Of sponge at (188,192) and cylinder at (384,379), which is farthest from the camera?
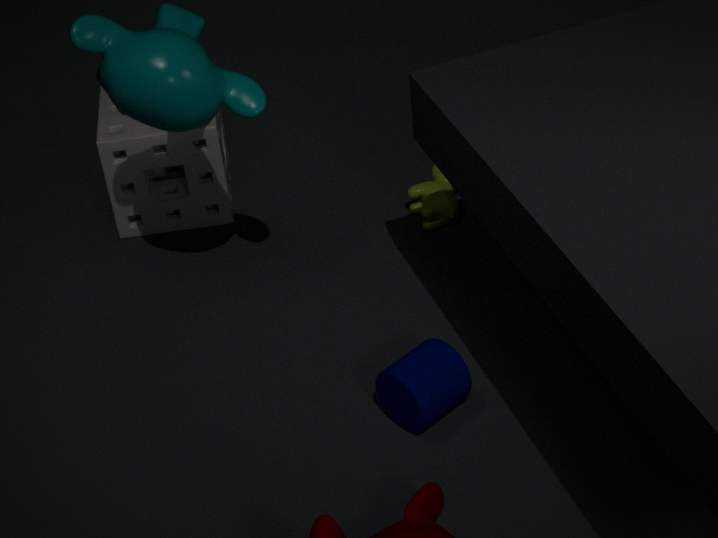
sponge at (188,192)
